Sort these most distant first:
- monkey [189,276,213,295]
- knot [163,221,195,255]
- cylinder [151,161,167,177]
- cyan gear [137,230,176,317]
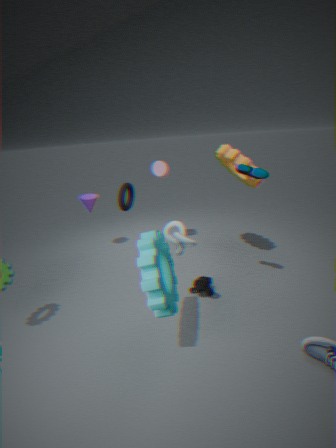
cylinder [151,161,167,177]
monkey [189,276,213,295]
knot [163,221,195,255]
cyan gear [137,230,176,317]
